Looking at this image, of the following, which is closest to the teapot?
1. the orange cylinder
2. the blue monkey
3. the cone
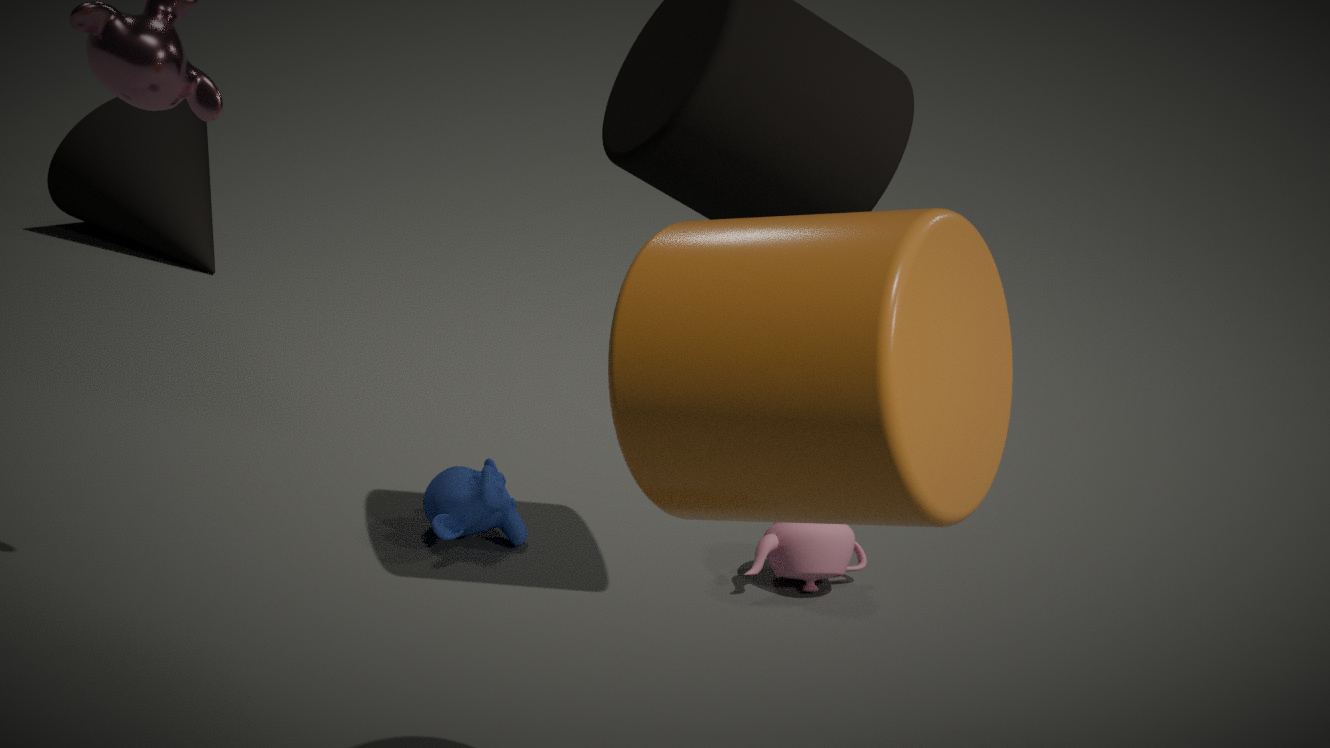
the blue monkey
